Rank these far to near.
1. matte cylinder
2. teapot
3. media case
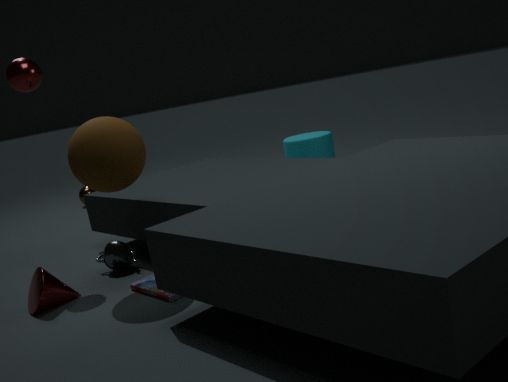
matte cylinder → teapot → media case
